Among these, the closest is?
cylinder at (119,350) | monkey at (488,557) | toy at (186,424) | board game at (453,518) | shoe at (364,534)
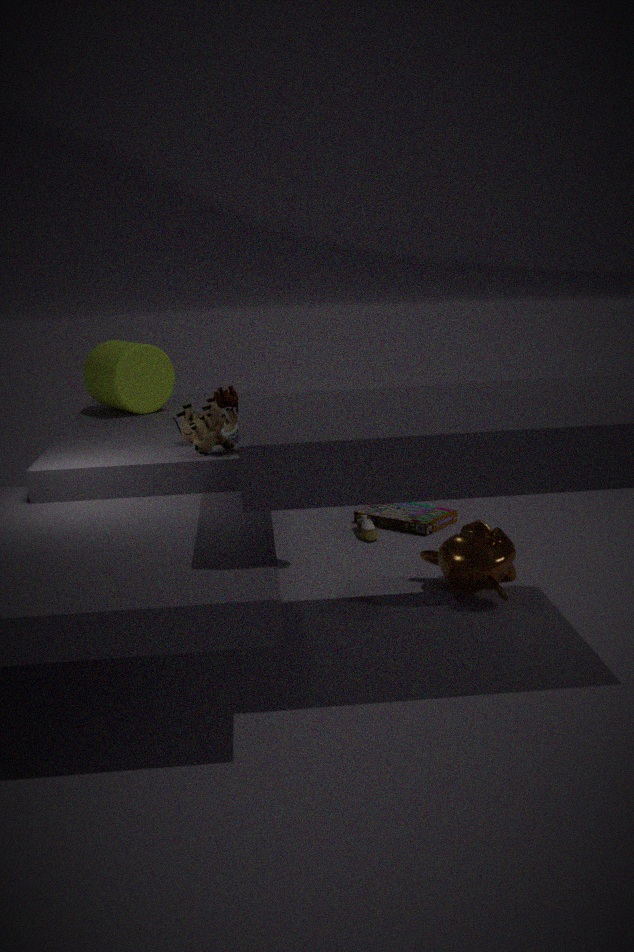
toy at (186,424)
